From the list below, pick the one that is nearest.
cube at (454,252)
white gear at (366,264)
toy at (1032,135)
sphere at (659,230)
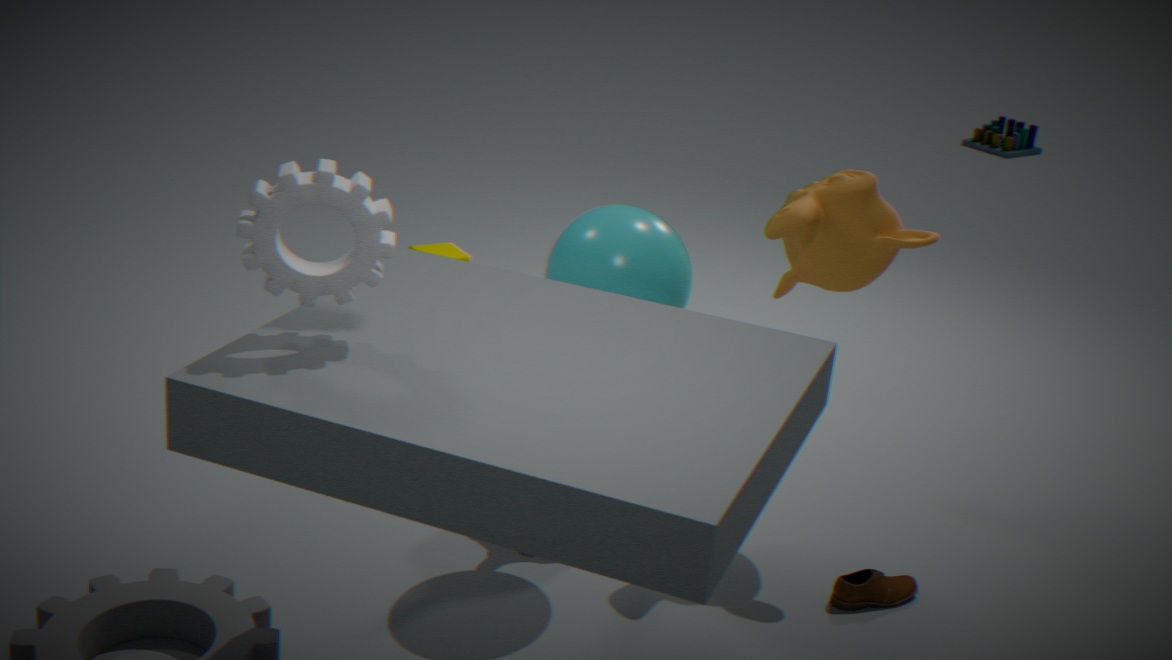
white gear at (366,264)
